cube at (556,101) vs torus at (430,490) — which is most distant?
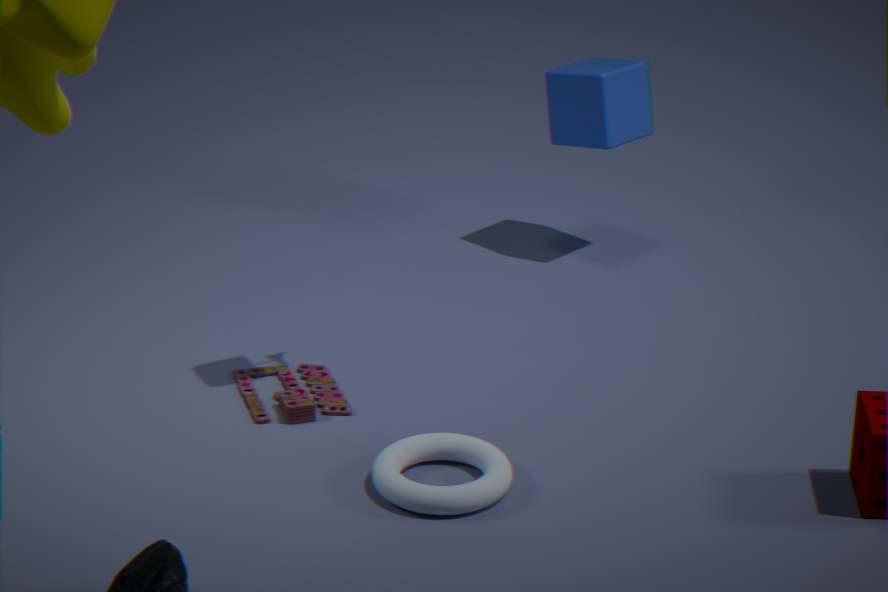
cube at (556,101)
